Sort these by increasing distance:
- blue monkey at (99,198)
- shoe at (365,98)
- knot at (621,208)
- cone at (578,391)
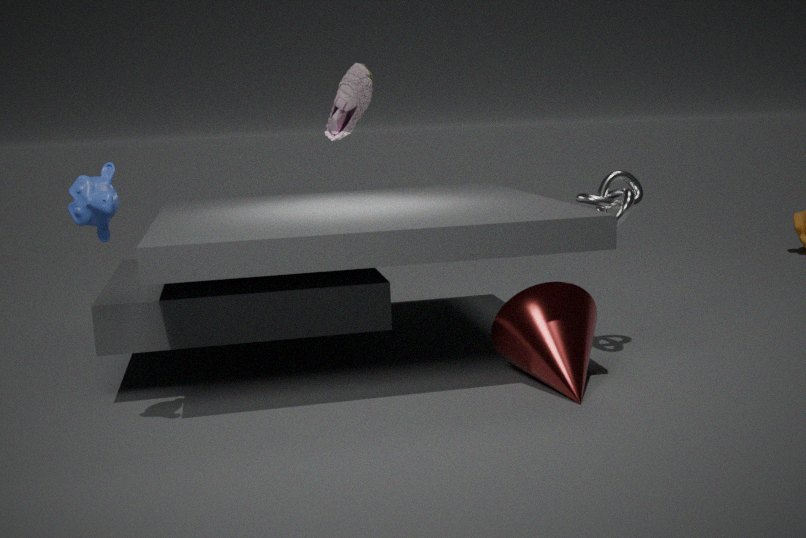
1. blue monkey at (99,198)
2. cone at (578,391)
3. knot at (621,208)
4. shoe at (365,98)
